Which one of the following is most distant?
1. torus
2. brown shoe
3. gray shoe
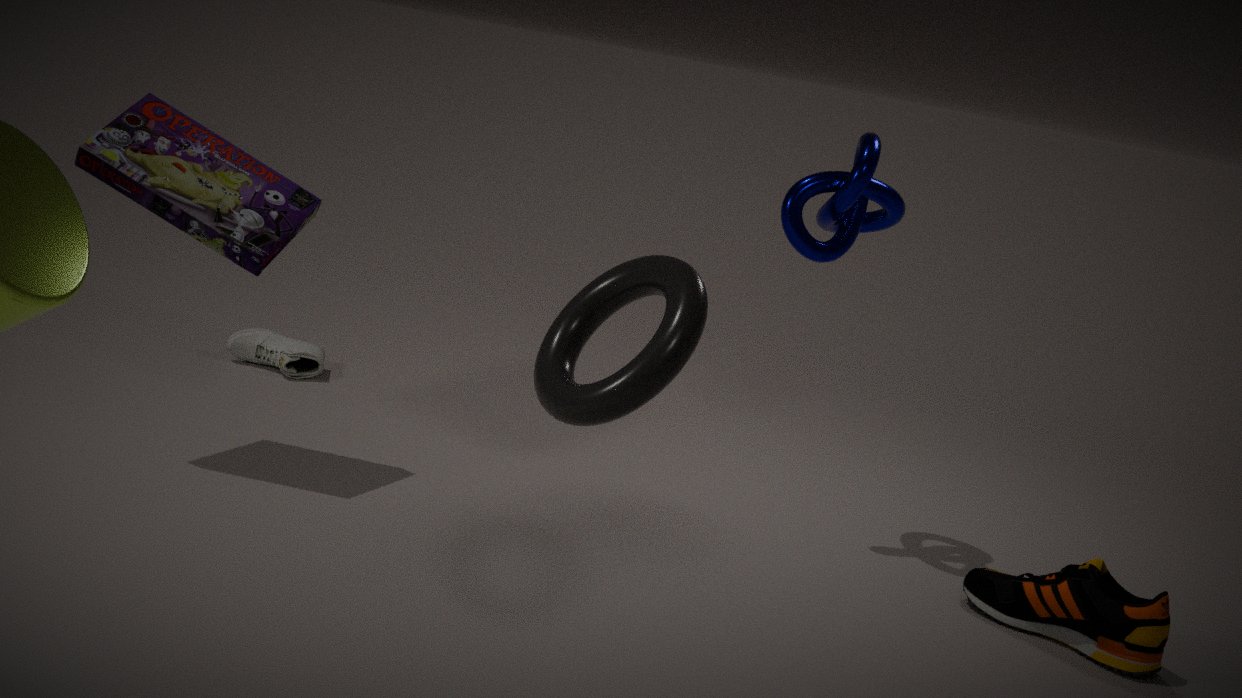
gray shoe
